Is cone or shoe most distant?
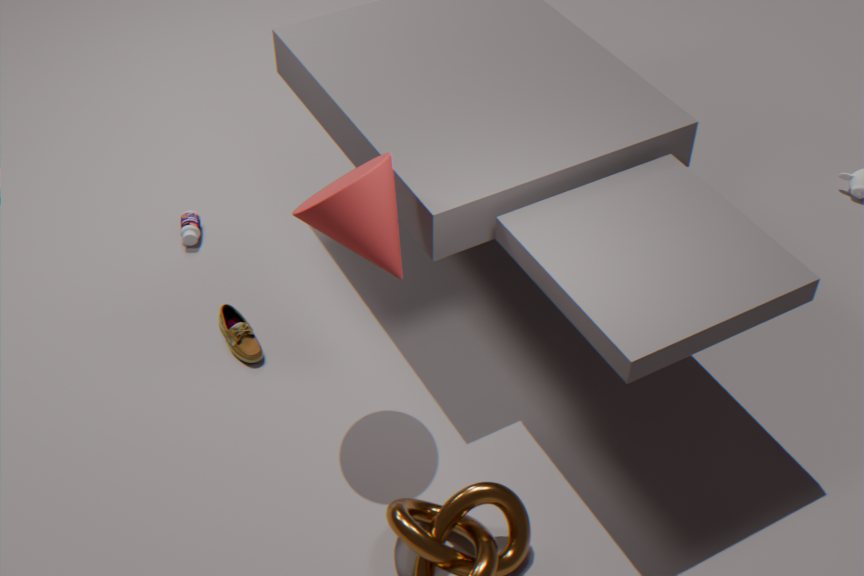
shoe
